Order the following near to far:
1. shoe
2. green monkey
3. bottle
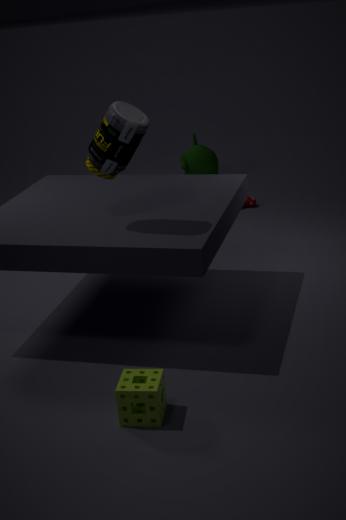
bottle → shoe → green monkey
